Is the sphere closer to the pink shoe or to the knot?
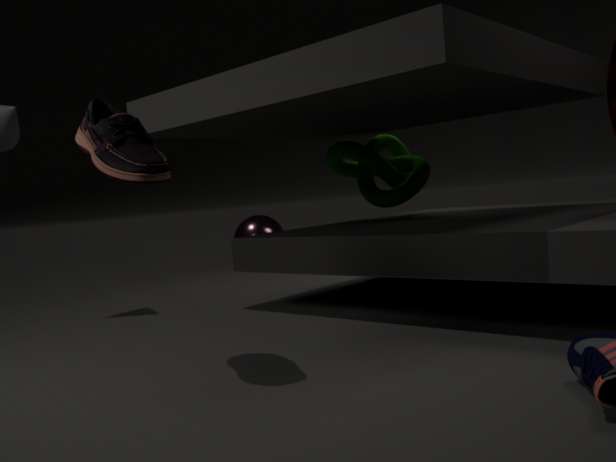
the knot
